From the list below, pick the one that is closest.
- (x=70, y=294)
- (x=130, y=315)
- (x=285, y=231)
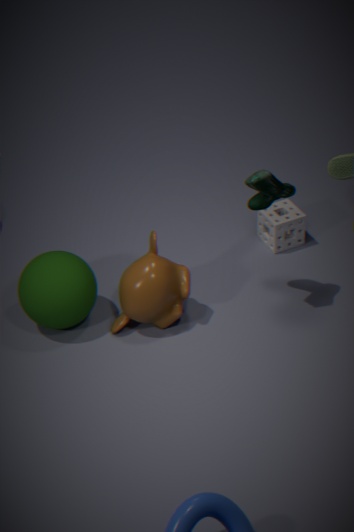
(x=70, y=294)
